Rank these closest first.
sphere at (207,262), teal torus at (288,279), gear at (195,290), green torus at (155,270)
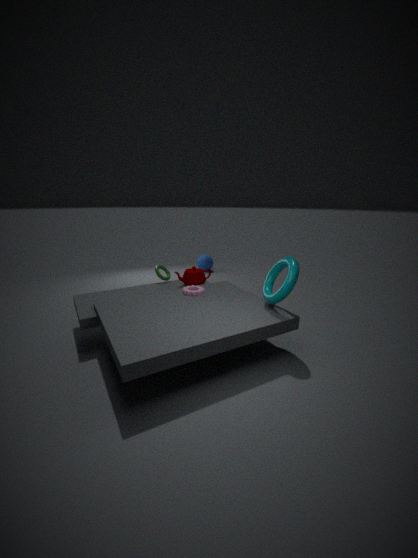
teal torus at (288,279), gear at (195,290), green torus at (155,270), sphere at (207,262)
